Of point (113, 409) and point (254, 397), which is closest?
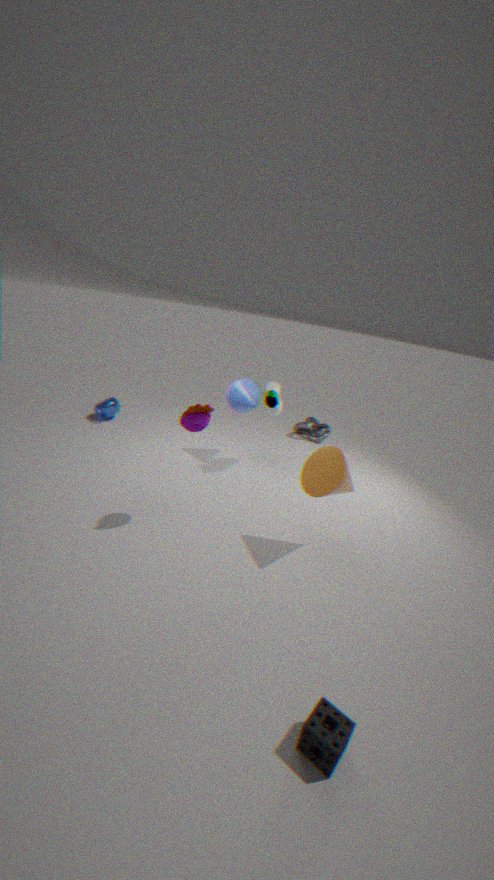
point (254, 397)
